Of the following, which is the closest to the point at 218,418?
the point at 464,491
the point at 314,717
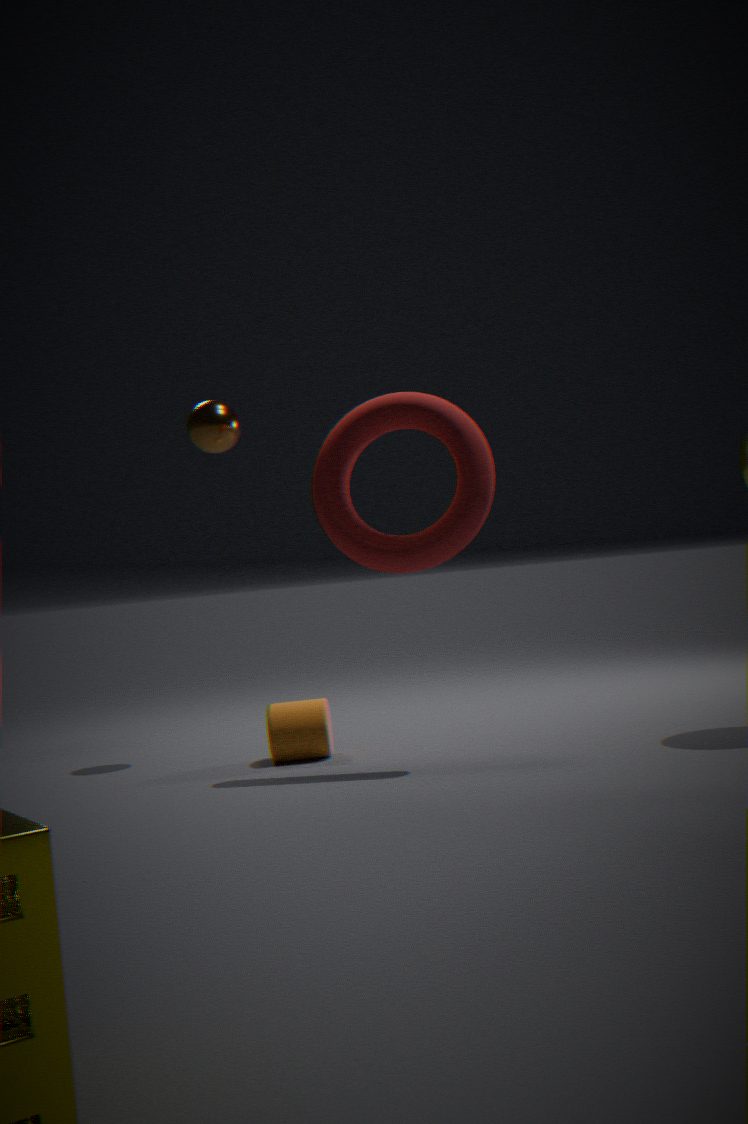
the point at 464,491
